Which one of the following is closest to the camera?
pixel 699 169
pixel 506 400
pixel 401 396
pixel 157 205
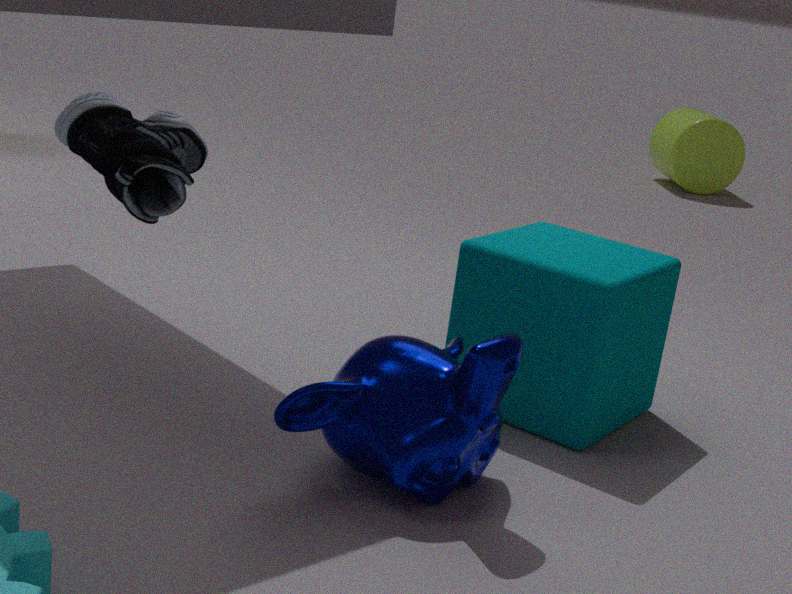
pixel 157 205
